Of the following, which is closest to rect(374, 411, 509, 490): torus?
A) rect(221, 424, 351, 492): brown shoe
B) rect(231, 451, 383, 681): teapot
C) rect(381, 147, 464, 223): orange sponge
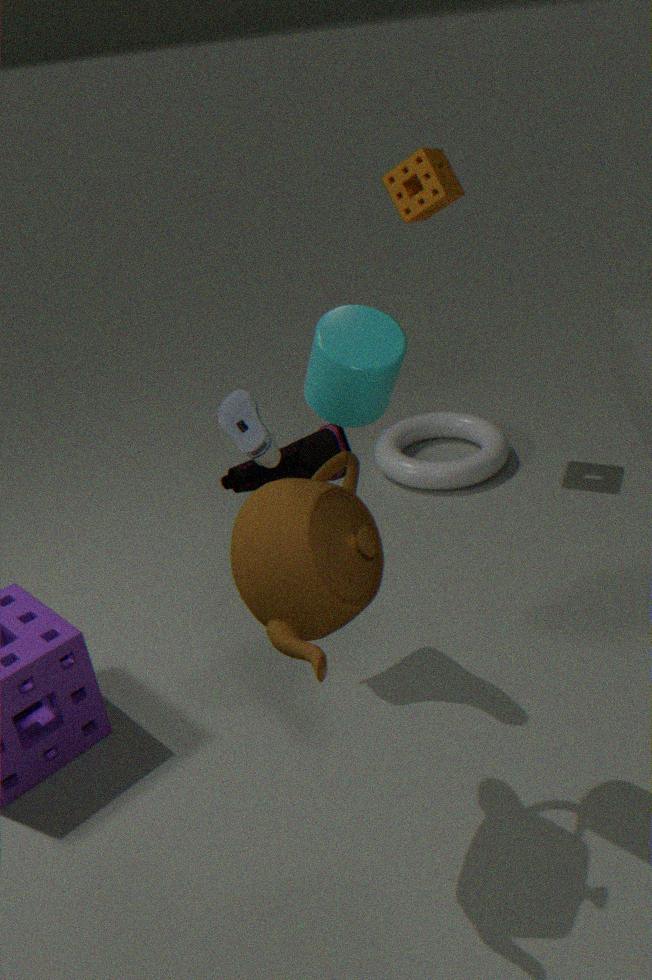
rect(381, 147, 464, 223): orange sponge
